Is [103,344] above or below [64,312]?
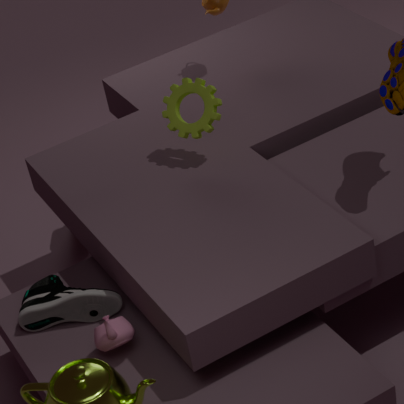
above
